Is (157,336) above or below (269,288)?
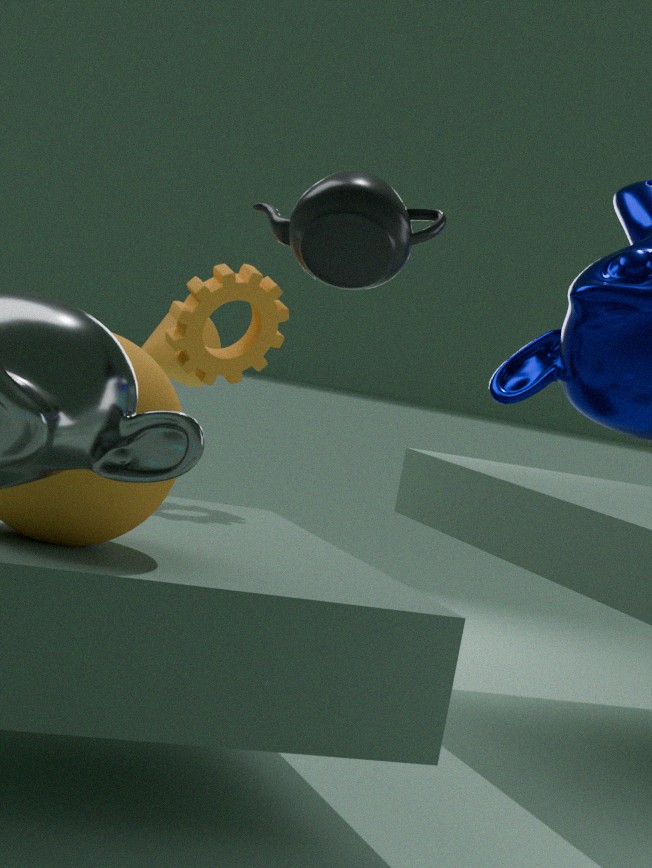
below
